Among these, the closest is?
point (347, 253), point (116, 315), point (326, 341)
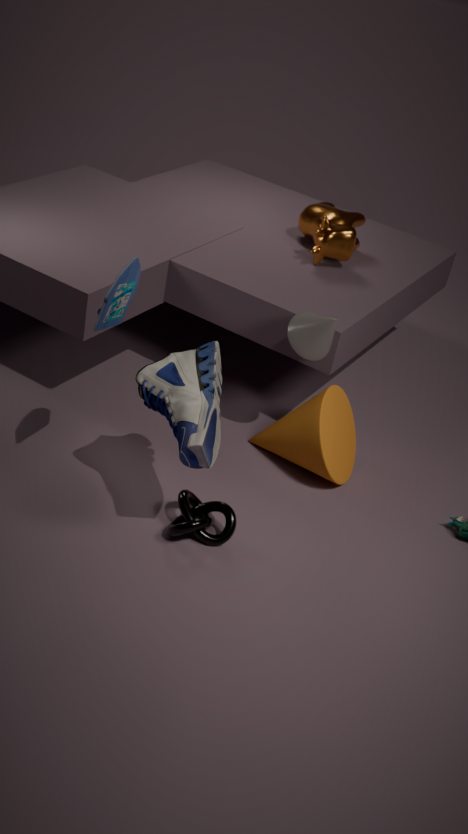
point (116, 315)
